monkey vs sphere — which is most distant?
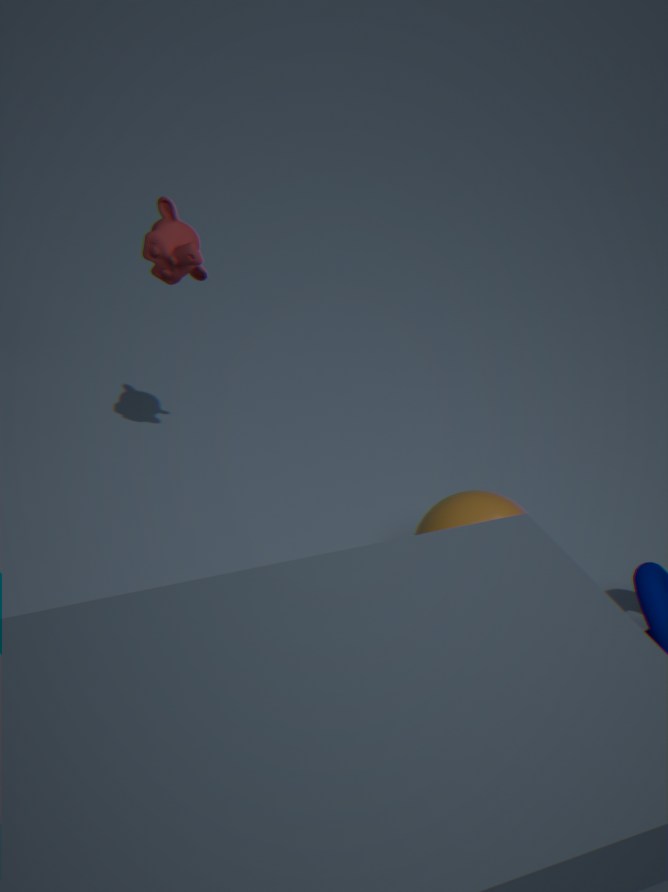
sphere
